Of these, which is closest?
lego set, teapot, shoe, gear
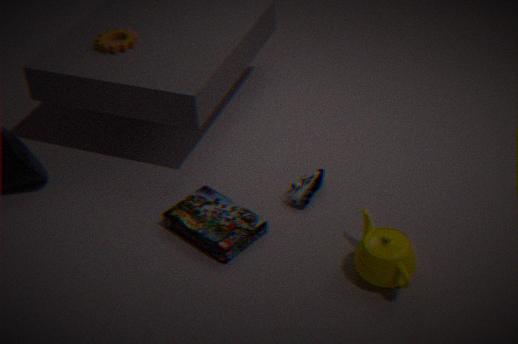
teapot
